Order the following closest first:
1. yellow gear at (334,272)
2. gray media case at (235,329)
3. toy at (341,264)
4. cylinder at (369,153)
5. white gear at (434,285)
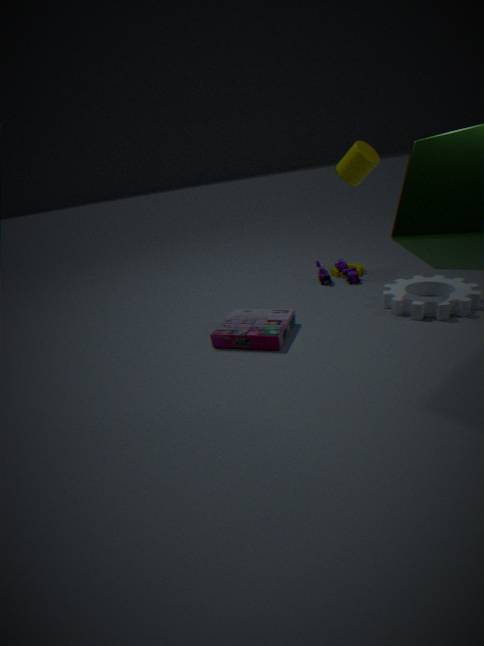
gray media case at (235,329) → cylinder at (369,153) → white gear at (434,285) → toy at (341,264) → yellow gear at (334,272)
